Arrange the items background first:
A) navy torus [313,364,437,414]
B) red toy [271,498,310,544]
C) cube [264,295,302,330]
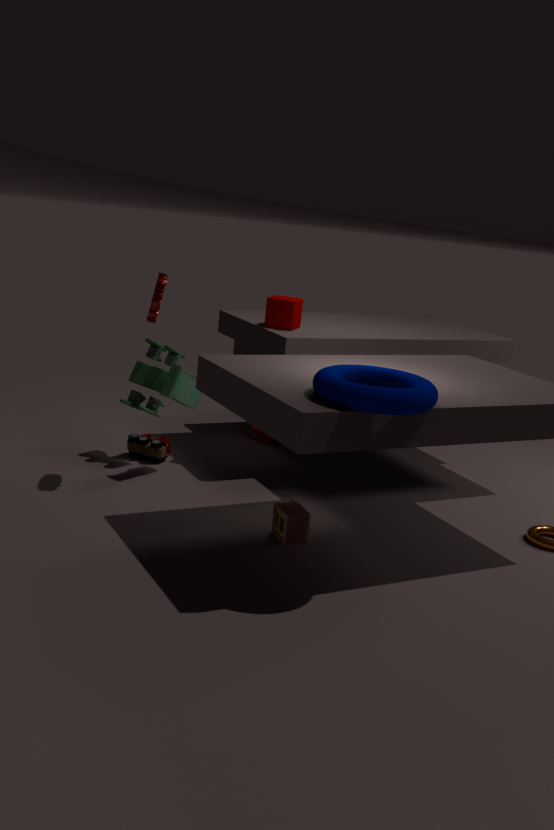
1. cube [264,295,302,330]
2. red toy [271,498,310,544]
3. navy torus [313,364,437,414]
